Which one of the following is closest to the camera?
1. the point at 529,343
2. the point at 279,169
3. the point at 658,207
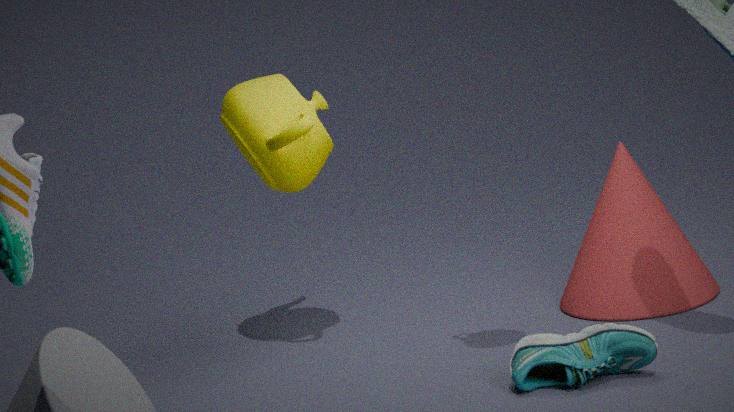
the point at 529,343
